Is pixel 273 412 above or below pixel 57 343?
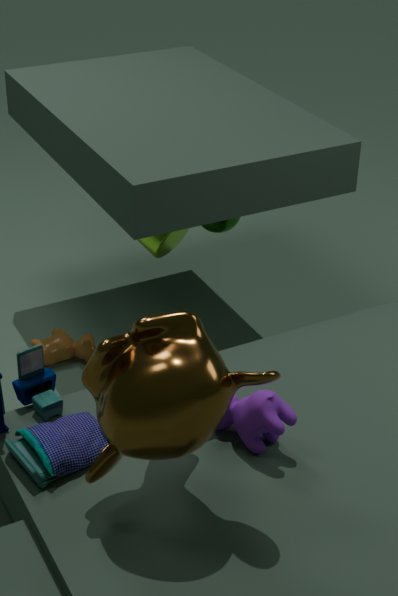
above
